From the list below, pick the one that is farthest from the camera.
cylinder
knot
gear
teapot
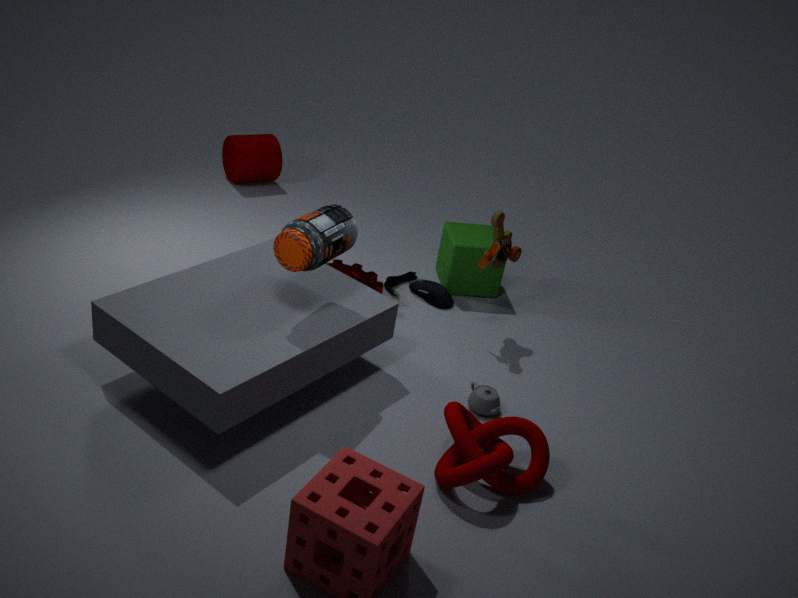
cylinder
